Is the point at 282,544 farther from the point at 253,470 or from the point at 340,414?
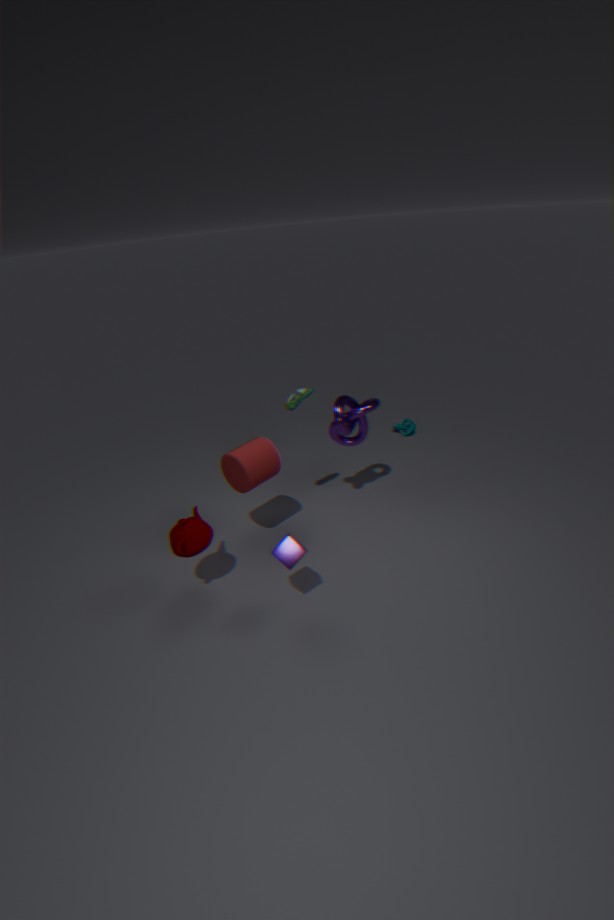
the point at 340,414
